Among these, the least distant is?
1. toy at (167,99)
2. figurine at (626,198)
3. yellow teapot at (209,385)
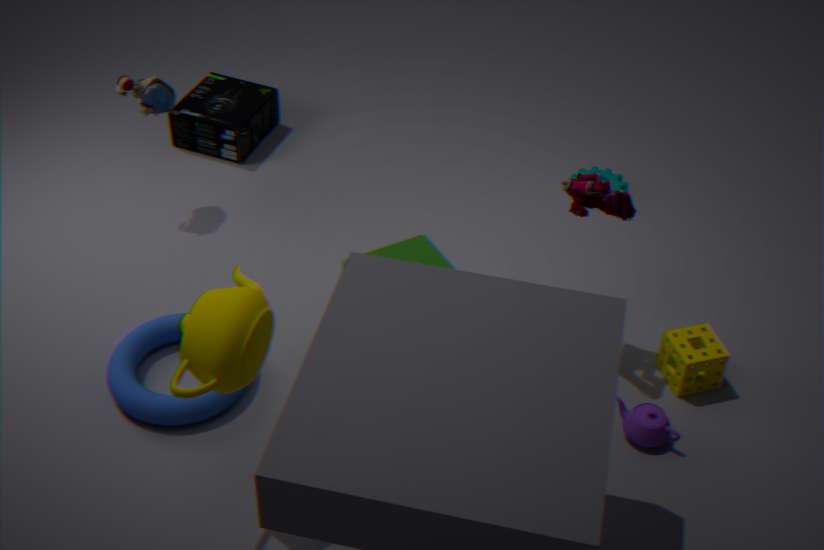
yellow teapot at (209,385)
